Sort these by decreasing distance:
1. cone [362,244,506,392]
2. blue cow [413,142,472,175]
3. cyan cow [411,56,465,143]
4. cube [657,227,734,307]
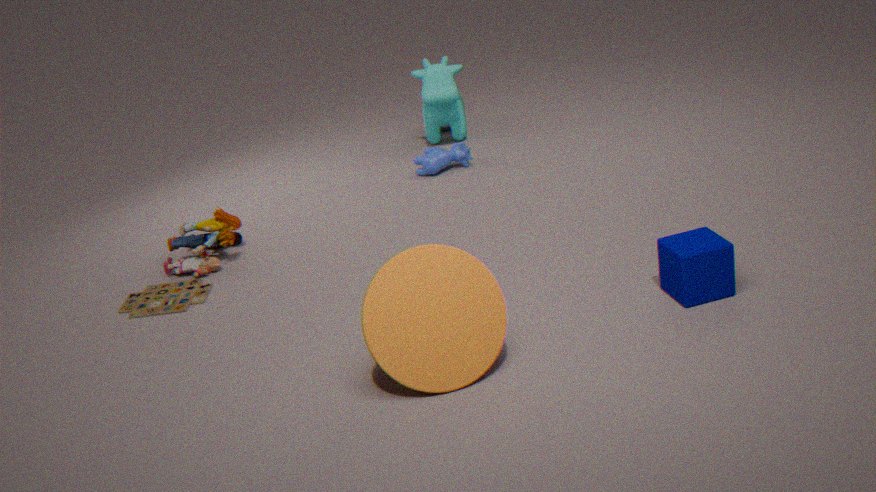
cyan cow [411,56,465,143]
blue cow [413,142,472,175]
cube [657,227,734,307]
cone [362,244,506,392]
